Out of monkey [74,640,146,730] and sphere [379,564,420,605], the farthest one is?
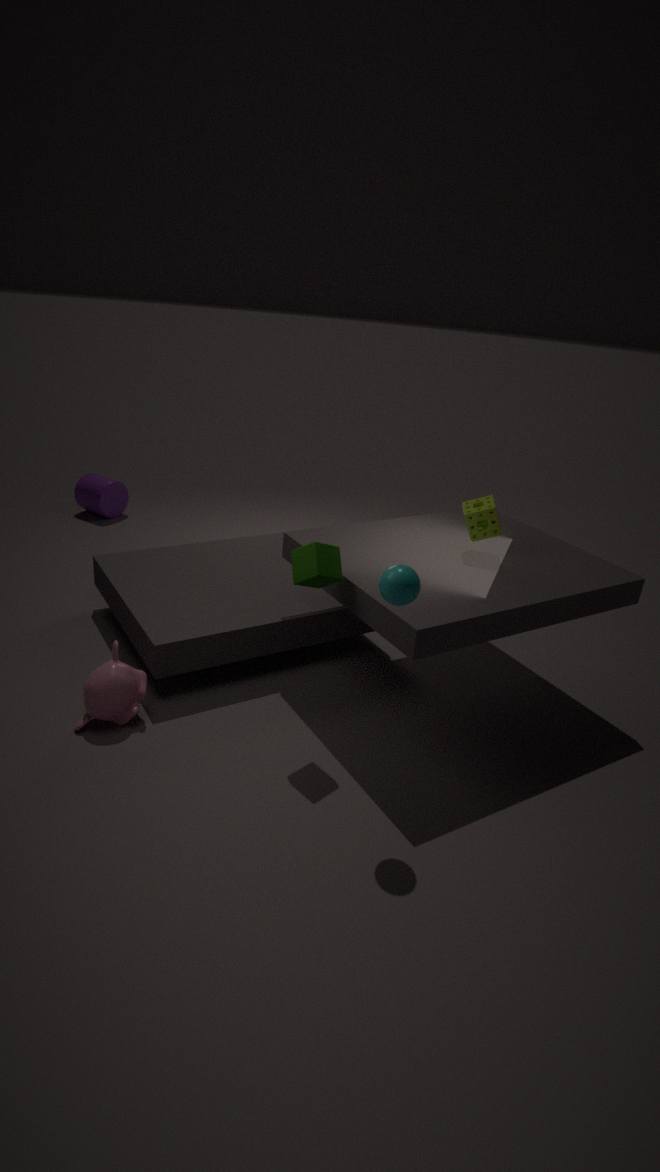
monkey [74,640,146,730]
